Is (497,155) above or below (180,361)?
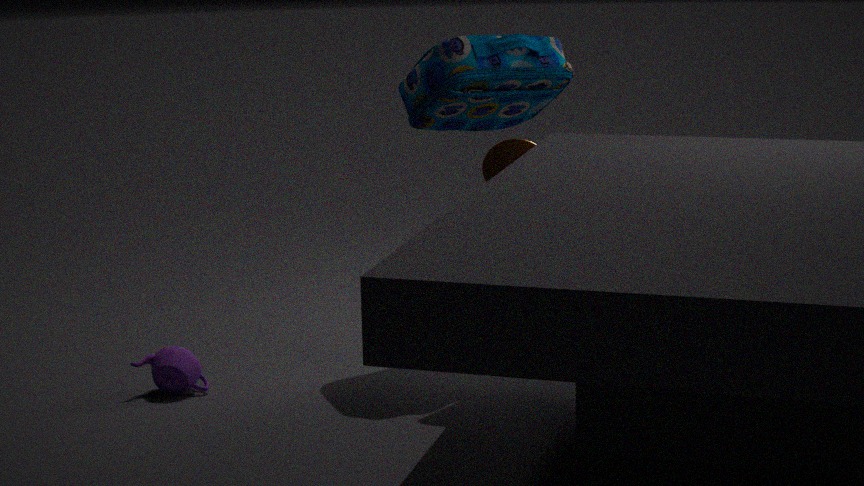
above
